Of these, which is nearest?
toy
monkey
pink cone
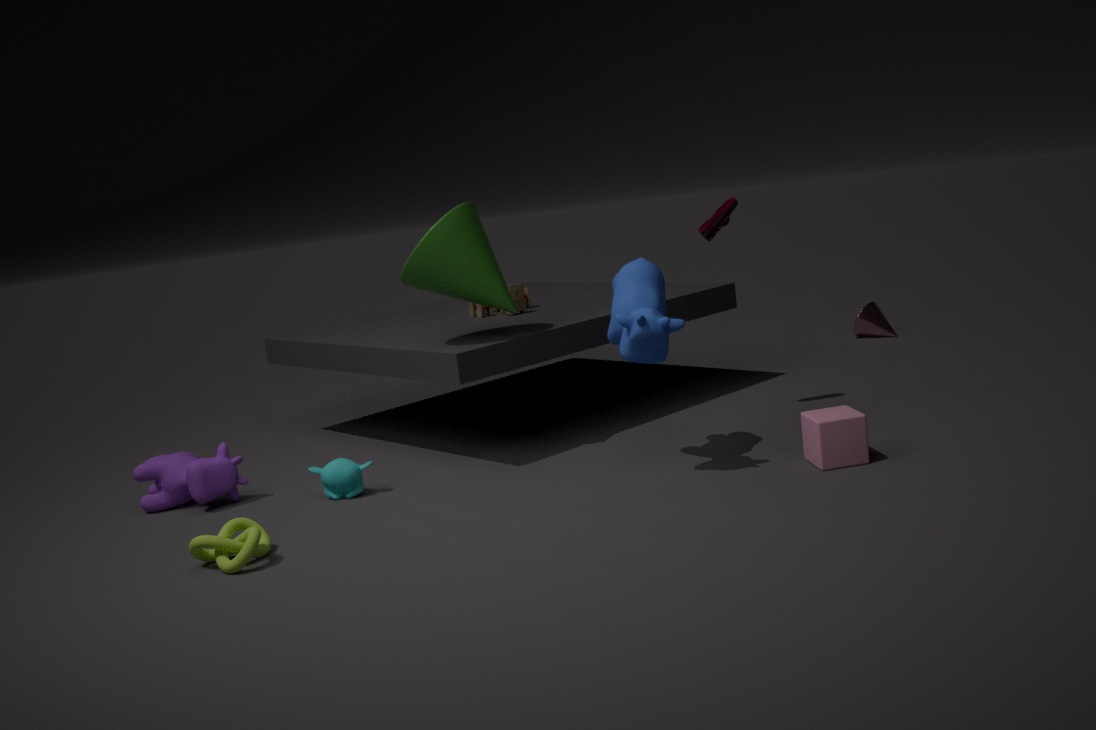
monkey
